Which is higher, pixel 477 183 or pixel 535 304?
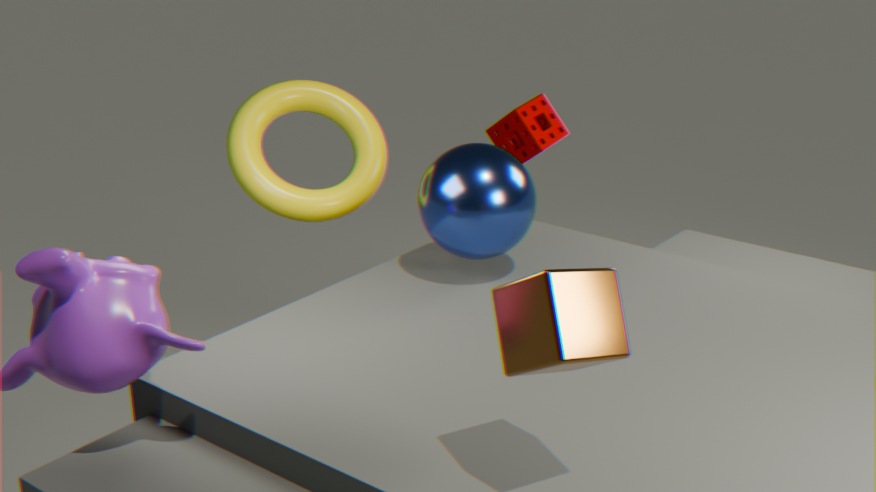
pixel 535 304
